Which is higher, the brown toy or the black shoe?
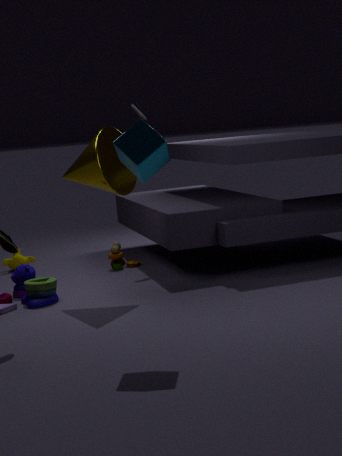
the black shoe
